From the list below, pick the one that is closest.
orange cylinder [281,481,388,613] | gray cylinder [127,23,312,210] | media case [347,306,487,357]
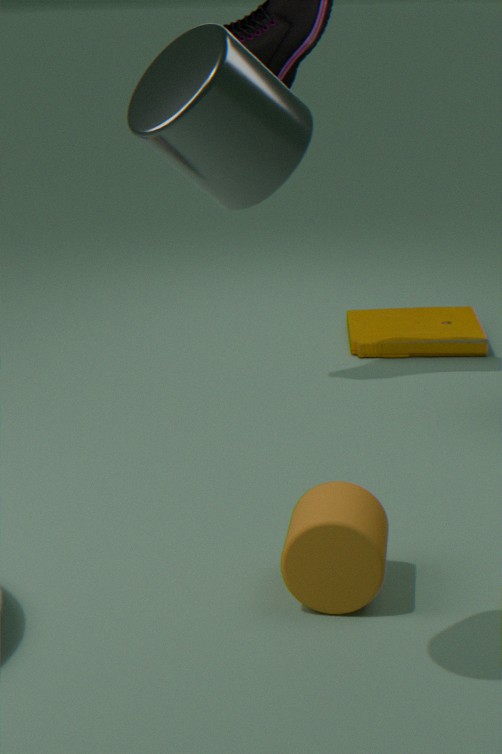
gray cylinder [127,23,312,210]
